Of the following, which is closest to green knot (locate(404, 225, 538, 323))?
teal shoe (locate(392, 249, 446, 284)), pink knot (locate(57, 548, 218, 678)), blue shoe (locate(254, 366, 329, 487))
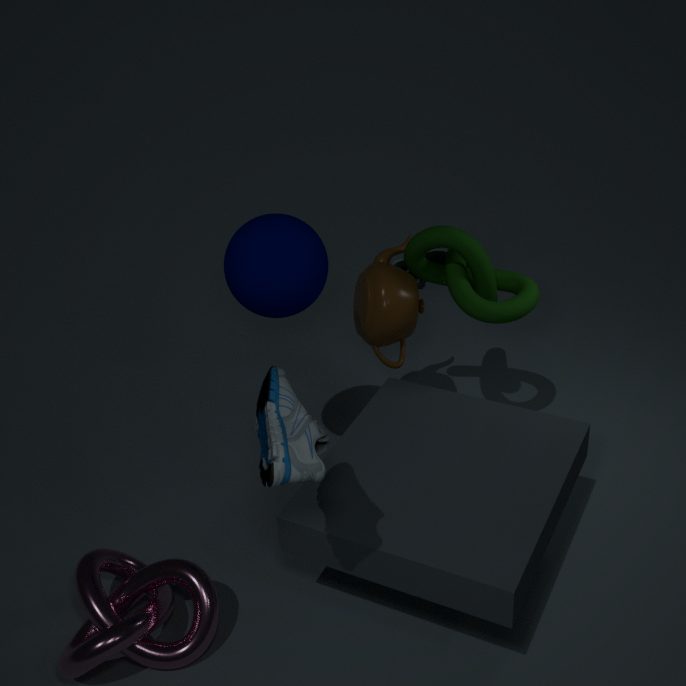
blue shoe (locate(254, 366, 329, 487))
